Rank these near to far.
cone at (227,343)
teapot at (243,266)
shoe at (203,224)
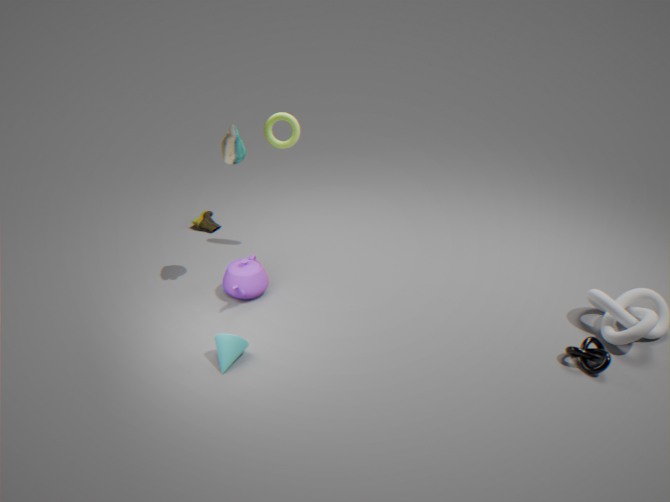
cone at (227,343)
teapot at (243,266)
shoe at (203,224)
